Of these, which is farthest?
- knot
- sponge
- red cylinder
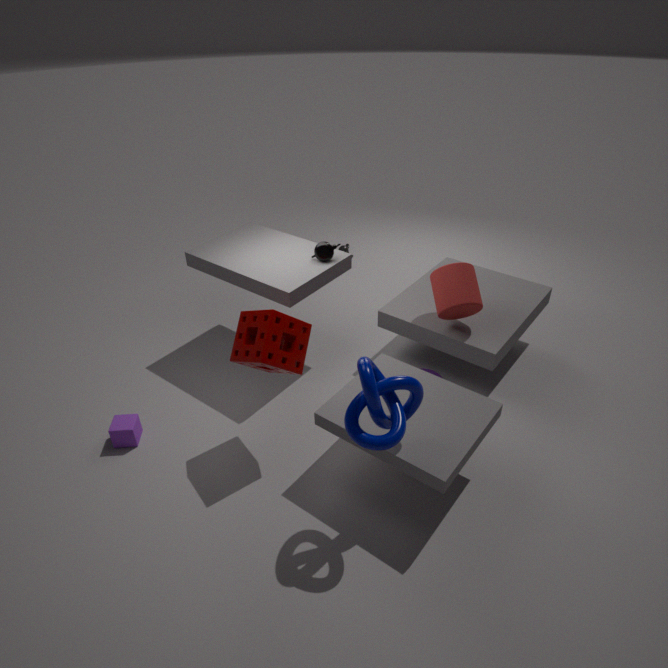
red cylinder
